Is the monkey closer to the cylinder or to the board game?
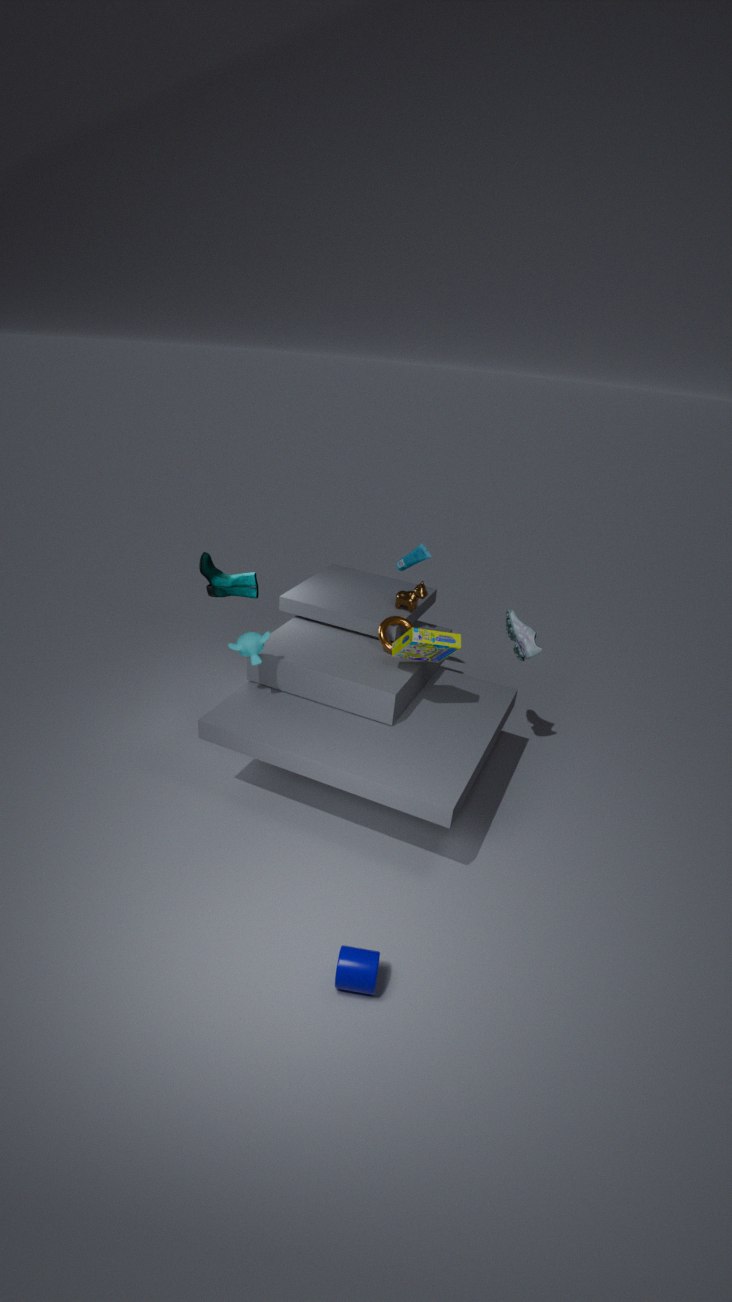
the board game
